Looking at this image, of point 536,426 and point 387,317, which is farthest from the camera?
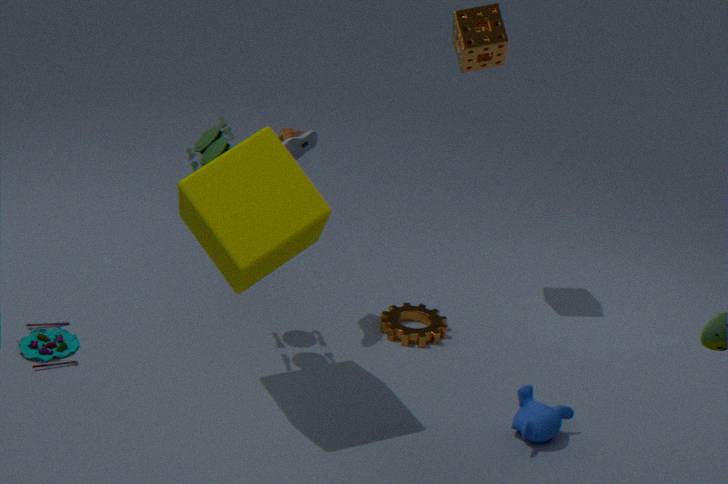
point 387,317
